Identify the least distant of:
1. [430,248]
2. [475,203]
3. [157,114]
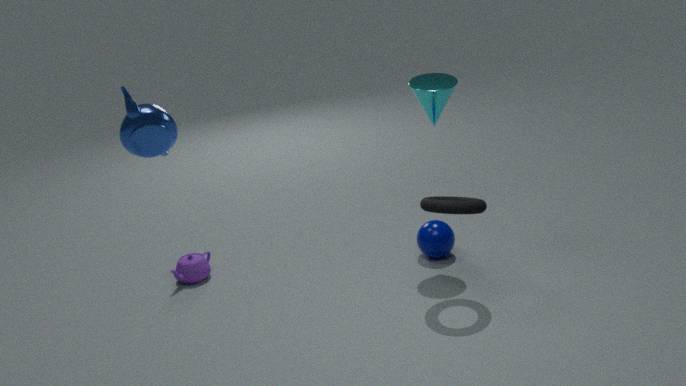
[157,114]
